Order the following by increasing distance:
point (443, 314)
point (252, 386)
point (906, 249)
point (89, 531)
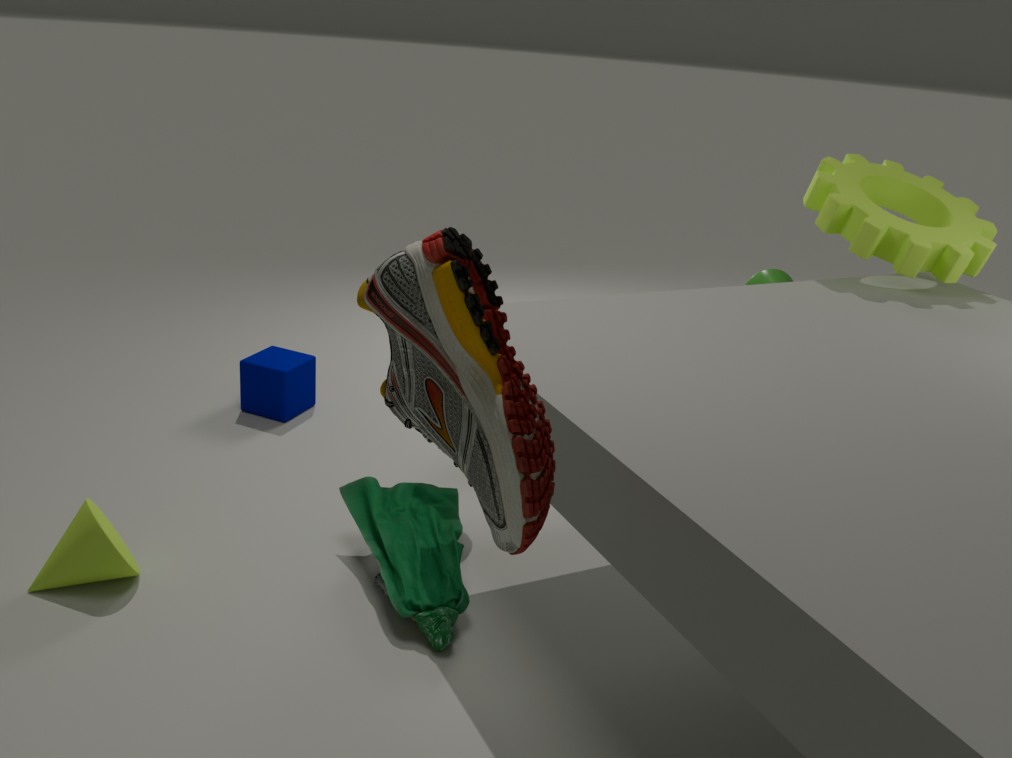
point (443, 314) < point (89, 531) < point (906, 249) < point (252, 386)
